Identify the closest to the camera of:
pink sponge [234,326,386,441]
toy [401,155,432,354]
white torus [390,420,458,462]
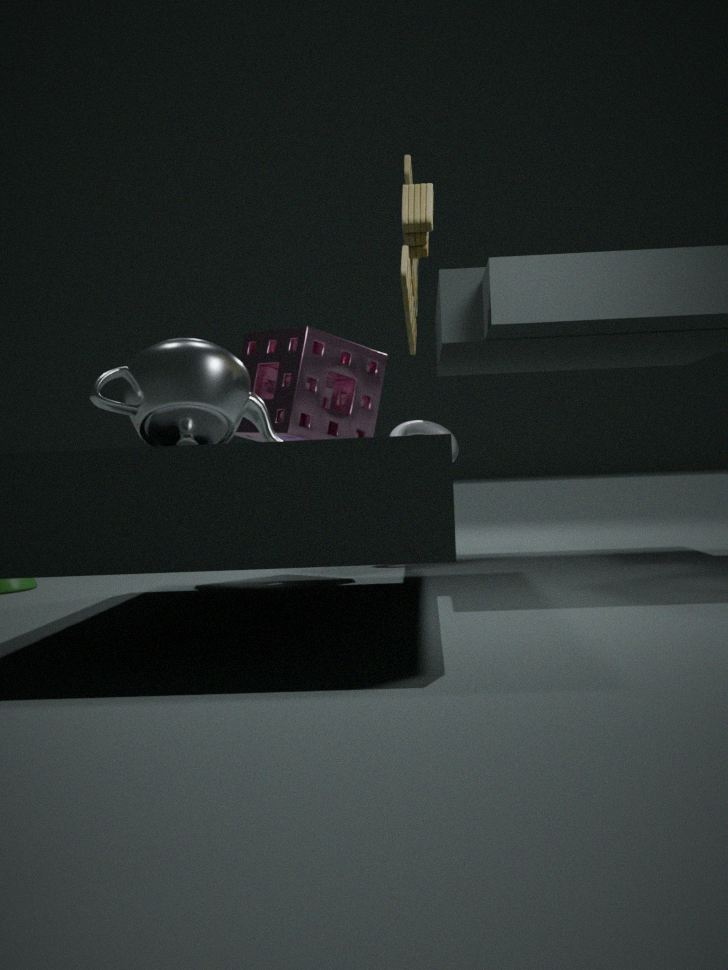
toy [401,155,432,354]
